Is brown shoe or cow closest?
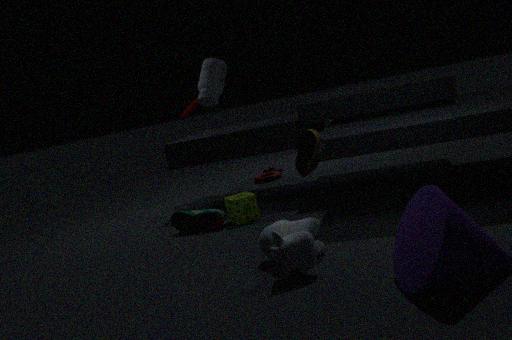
cow
